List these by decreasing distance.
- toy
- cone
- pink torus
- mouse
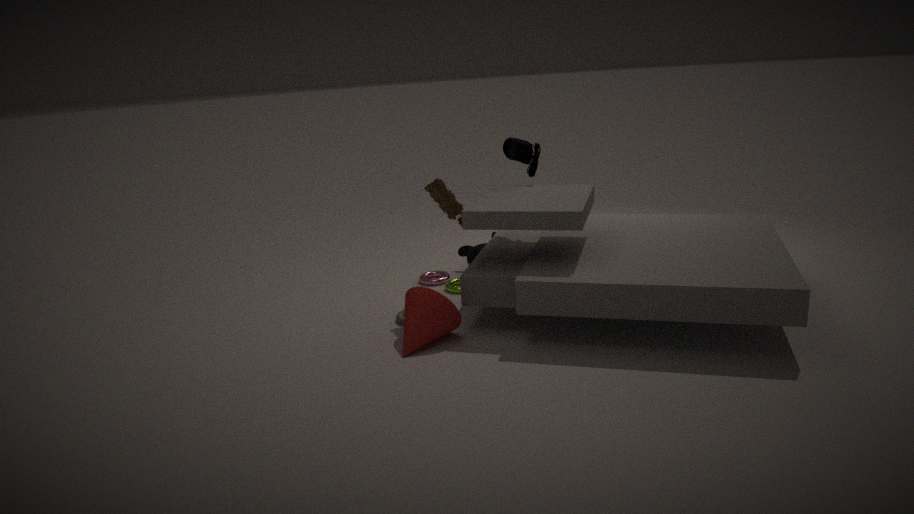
pink torus, mouse, toy, cone
